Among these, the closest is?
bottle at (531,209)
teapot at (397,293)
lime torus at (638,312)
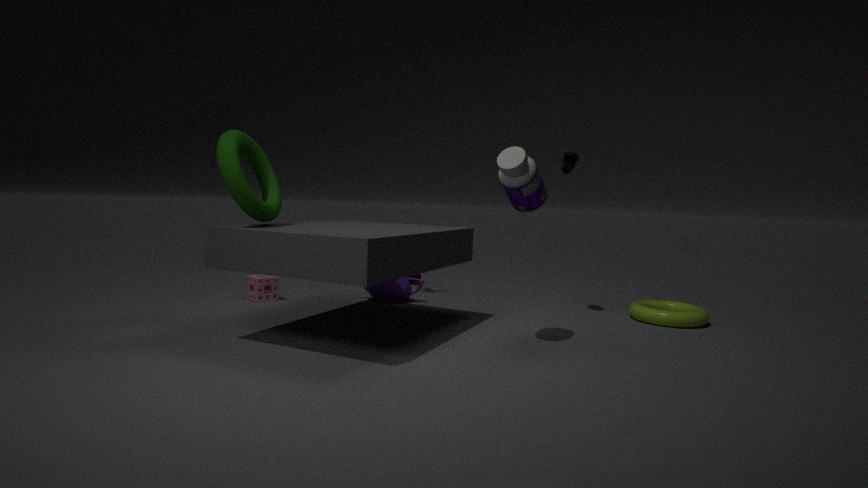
bottle at (531,209)
